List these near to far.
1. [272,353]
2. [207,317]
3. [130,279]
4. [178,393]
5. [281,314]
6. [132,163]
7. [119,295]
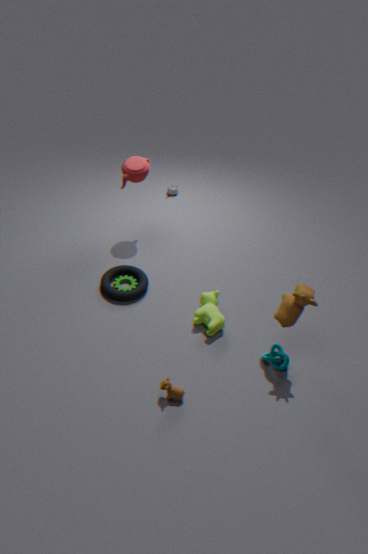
1. [178,393]
2. [281,314]
3. [272,353]
4. [207,317]
5. [119,295]
6. [130,279]
7. [132,163]
